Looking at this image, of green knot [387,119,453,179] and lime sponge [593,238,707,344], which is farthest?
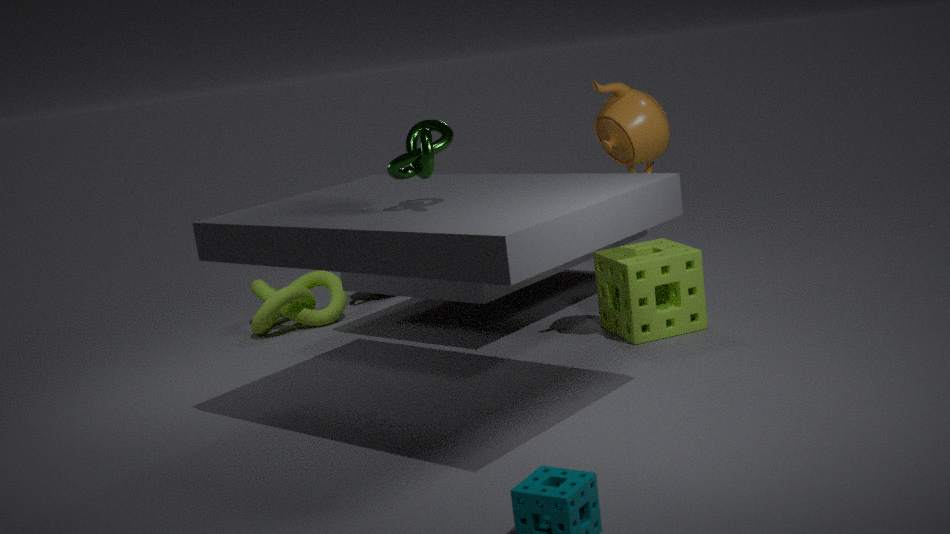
lime sponge [593,238,707,344]
